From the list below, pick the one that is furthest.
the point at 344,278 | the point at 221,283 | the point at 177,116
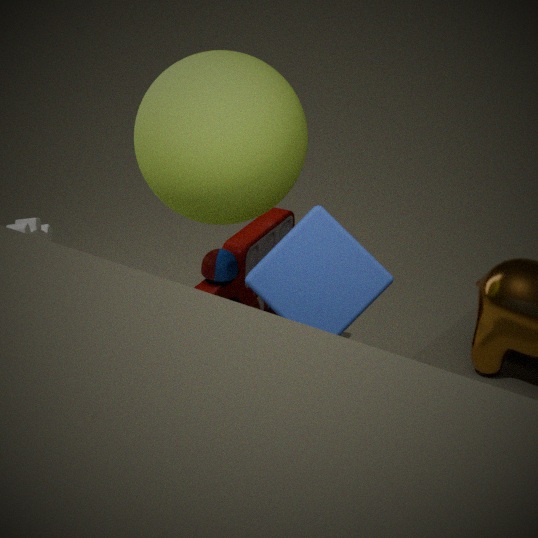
the point at 221,283
